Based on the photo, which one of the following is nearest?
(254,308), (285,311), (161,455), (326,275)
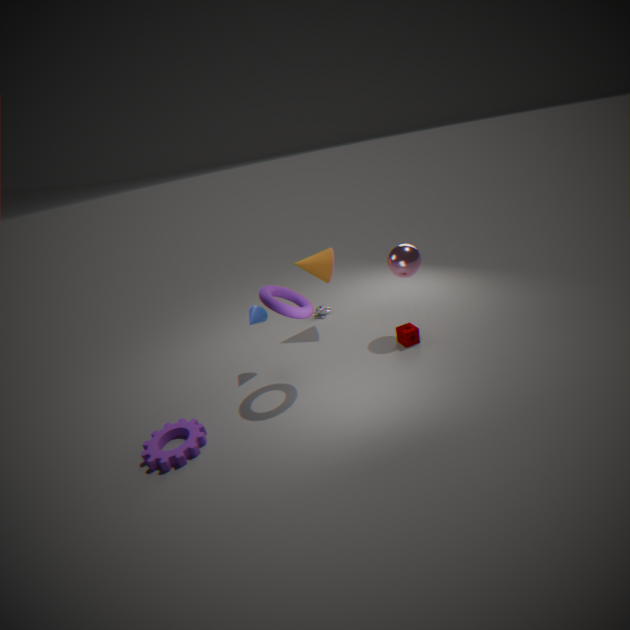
(161,455)
